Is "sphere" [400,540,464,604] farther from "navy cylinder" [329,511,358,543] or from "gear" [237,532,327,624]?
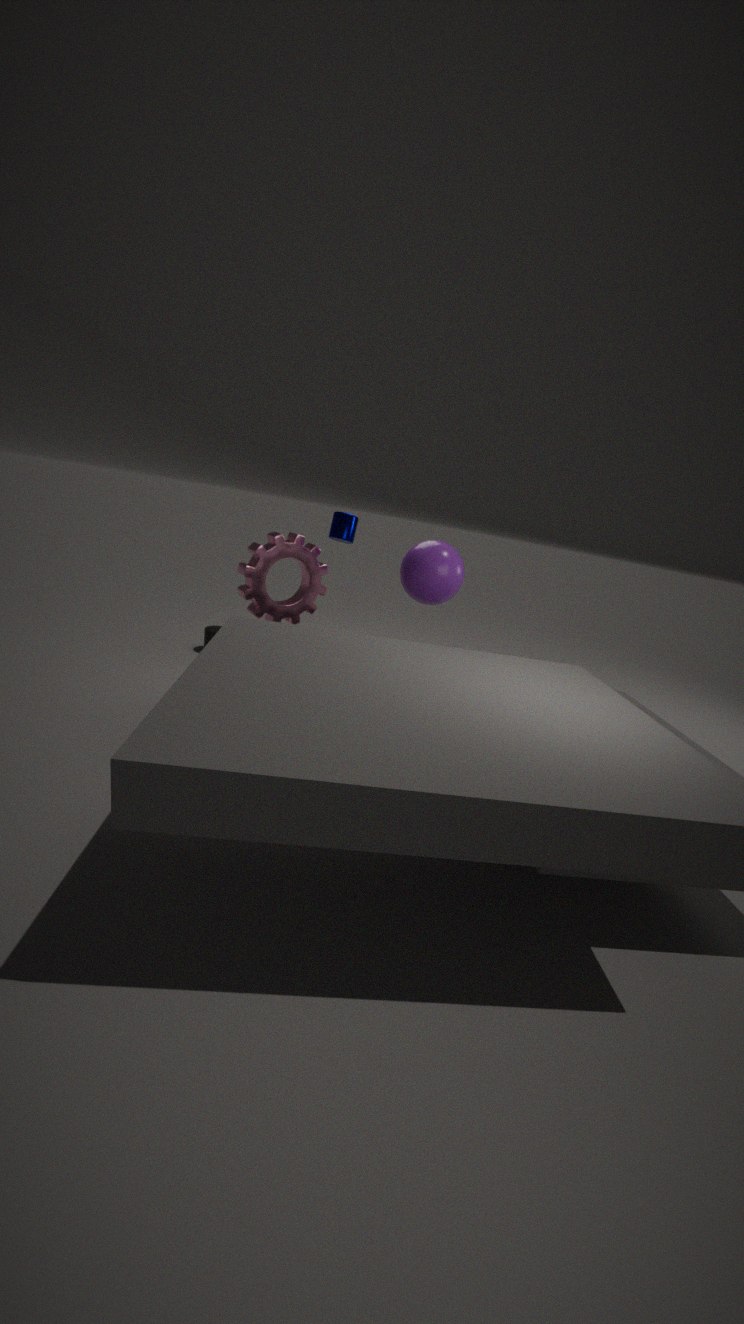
"navy cylinder" [329,511,358,543]
